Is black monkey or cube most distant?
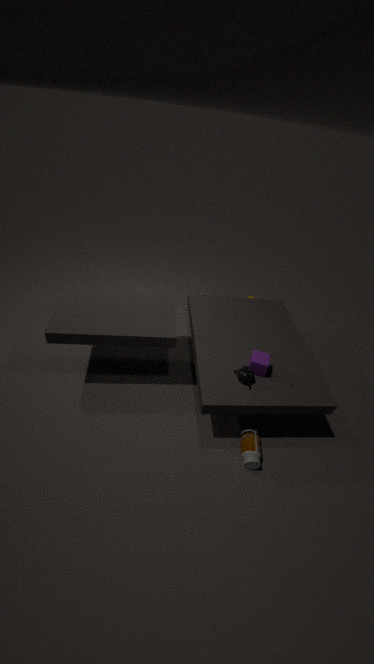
cube
